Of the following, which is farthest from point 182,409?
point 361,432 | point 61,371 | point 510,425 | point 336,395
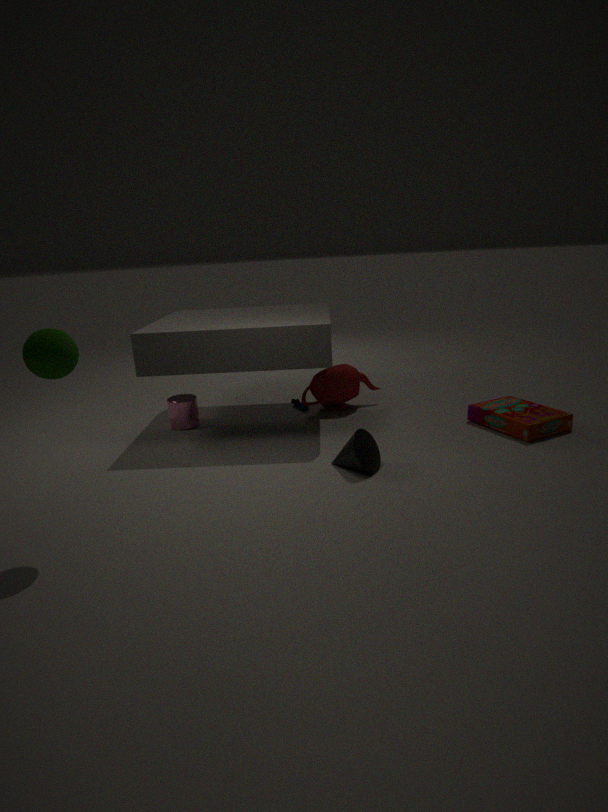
point 510,425
